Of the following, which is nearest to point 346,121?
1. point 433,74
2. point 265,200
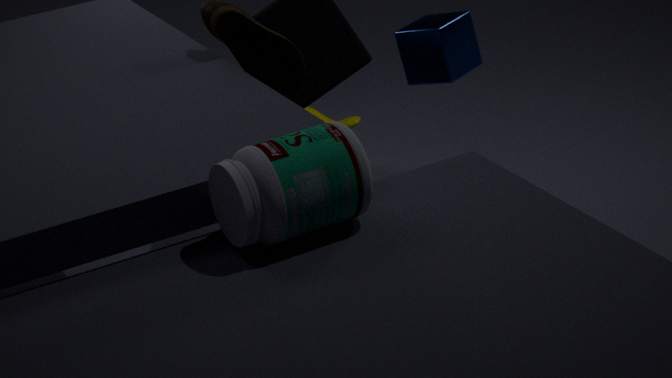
point 433,74
